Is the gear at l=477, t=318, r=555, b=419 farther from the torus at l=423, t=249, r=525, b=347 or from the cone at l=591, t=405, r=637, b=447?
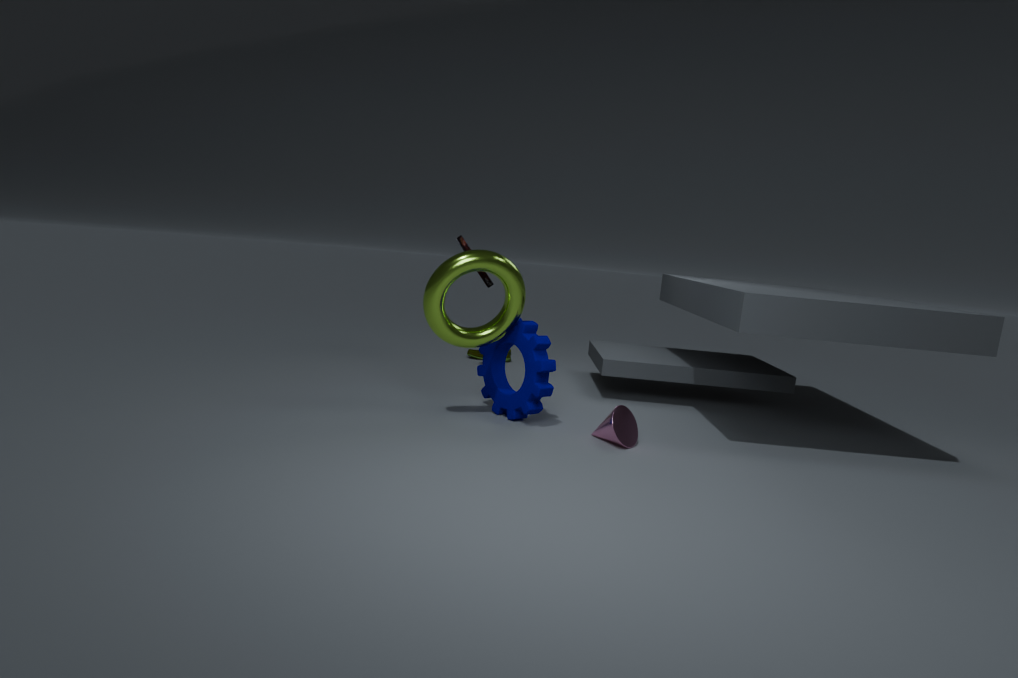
the cone at l=591, t=405, r=637, b=447
